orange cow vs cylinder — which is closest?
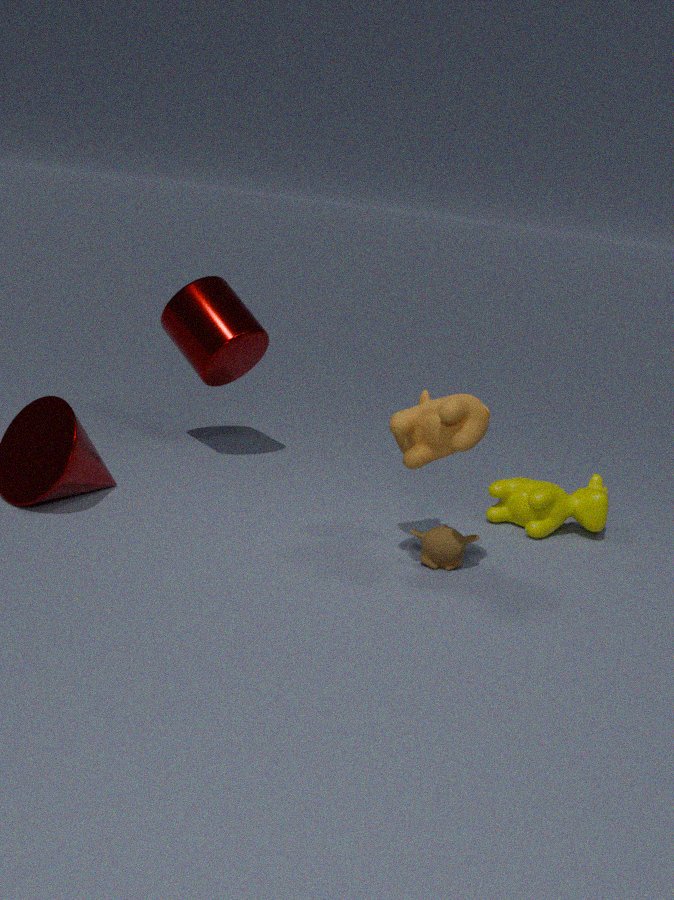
orange cow
